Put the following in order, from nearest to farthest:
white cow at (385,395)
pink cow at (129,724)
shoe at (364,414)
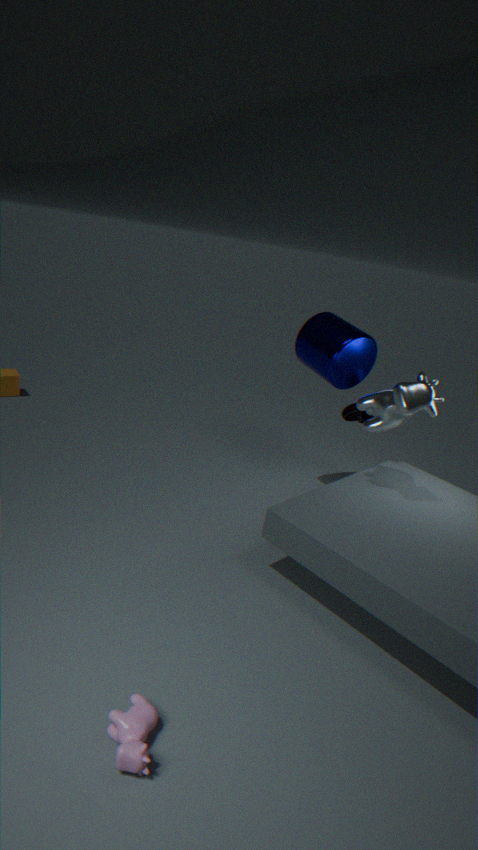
pink cow at (129,724) < white cow at (385,395) < shoe at (364,414)
